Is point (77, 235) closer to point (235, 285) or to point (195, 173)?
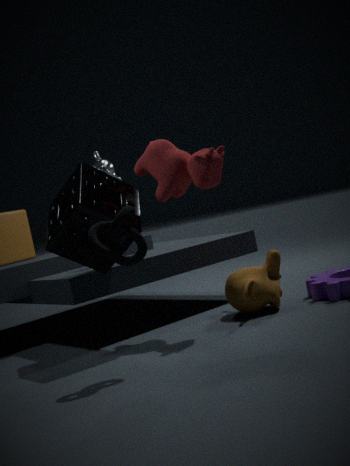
point (195, 173)
